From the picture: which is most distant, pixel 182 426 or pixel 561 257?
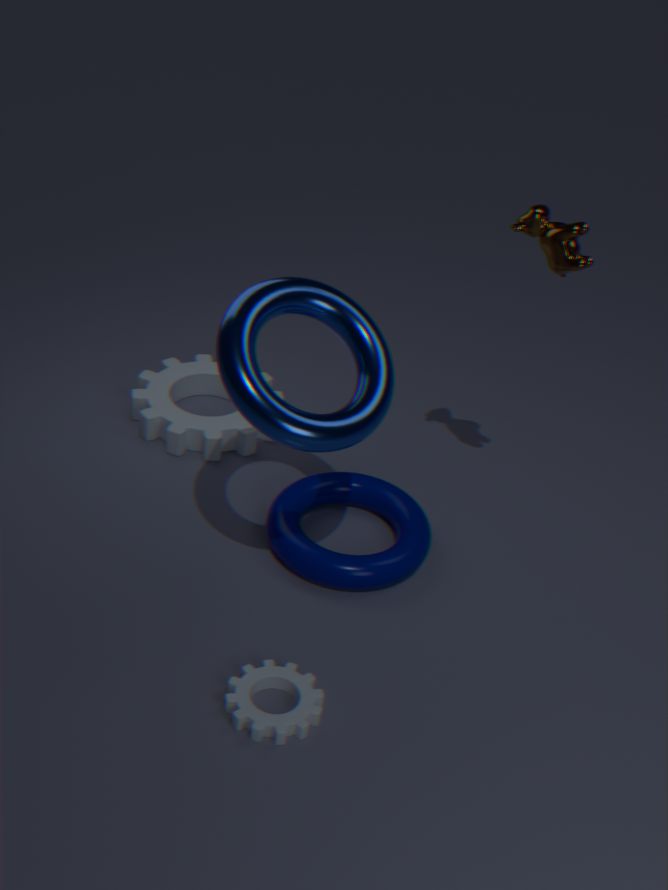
pixel 182 426
